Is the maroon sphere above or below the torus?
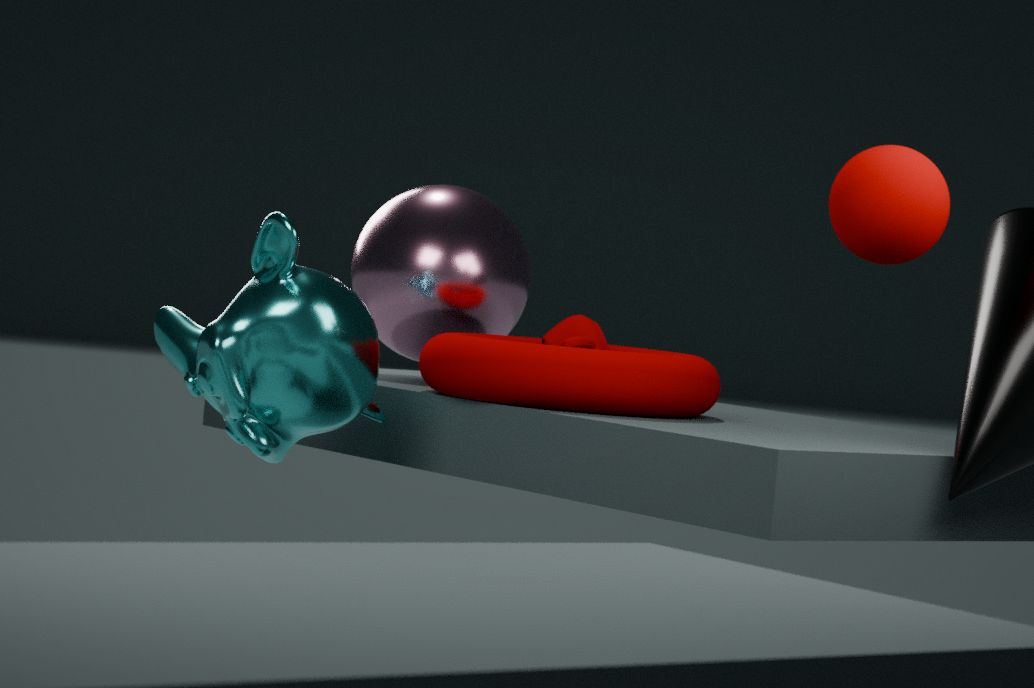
above
